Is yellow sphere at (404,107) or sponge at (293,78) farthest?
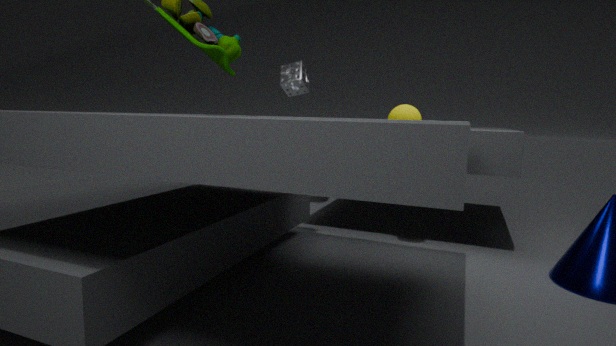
sponge at (293,78)
